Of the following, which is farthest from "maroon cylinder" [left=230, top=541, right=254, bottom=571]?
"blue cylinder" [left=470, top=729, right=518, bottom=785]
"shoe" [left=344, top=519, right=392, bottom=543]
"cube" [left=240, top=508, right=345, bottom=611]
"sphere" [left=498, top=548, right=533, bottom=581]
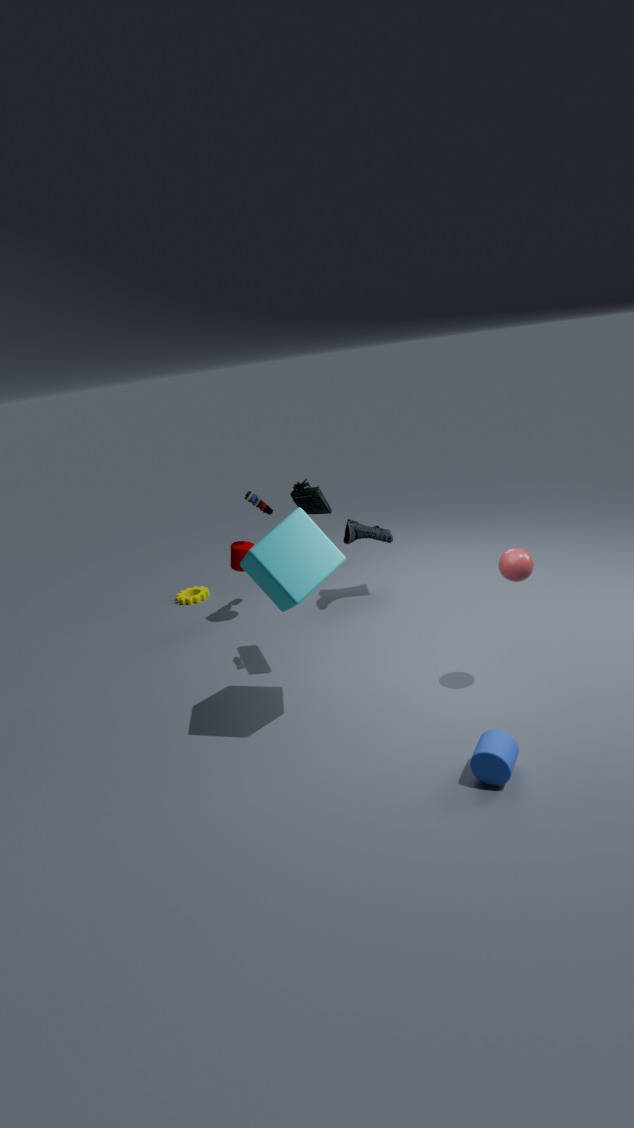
"blue cylinder" [left=470, top=729, right=518, bottom=785]
